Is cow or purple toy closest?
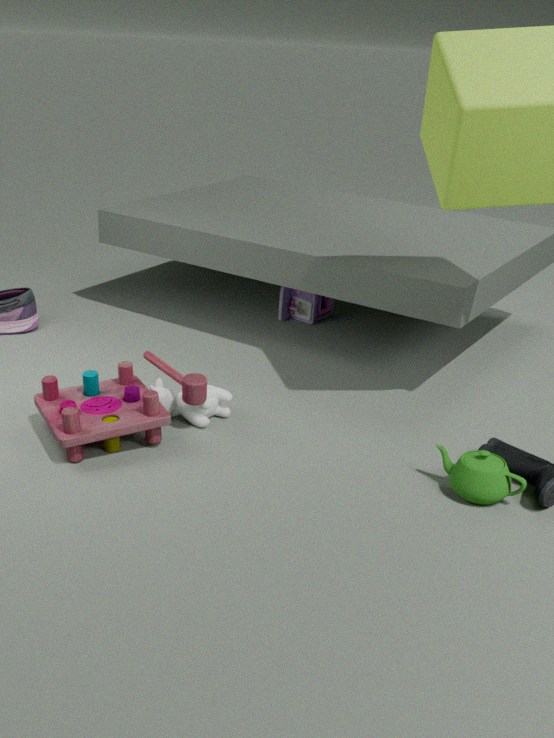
cow
